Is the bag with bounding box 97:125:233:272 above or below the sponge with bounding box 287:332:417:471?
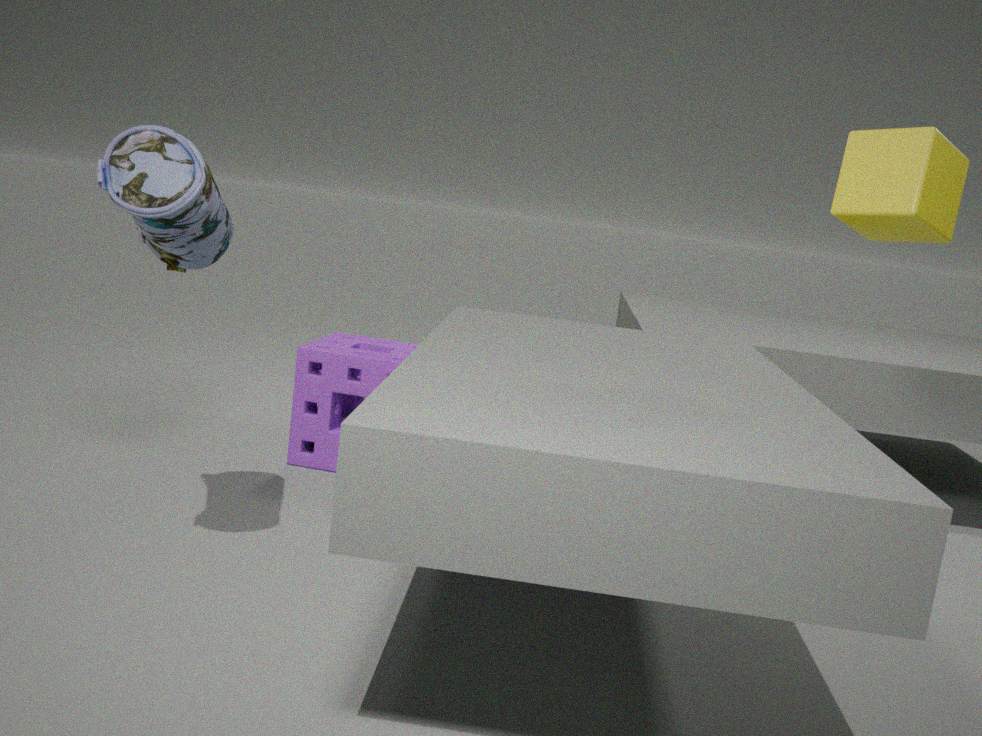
above
